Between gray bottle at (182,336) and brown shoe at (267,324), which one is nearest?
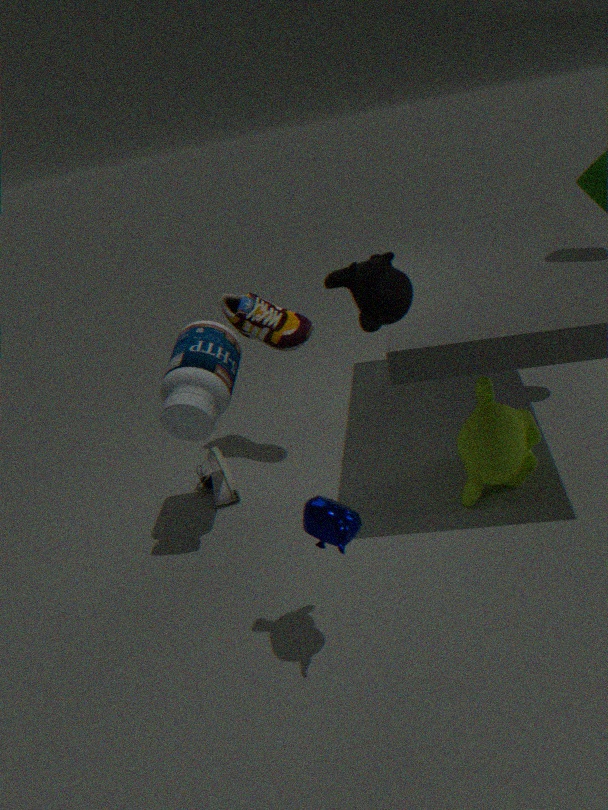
gray bottle at (182,336)
